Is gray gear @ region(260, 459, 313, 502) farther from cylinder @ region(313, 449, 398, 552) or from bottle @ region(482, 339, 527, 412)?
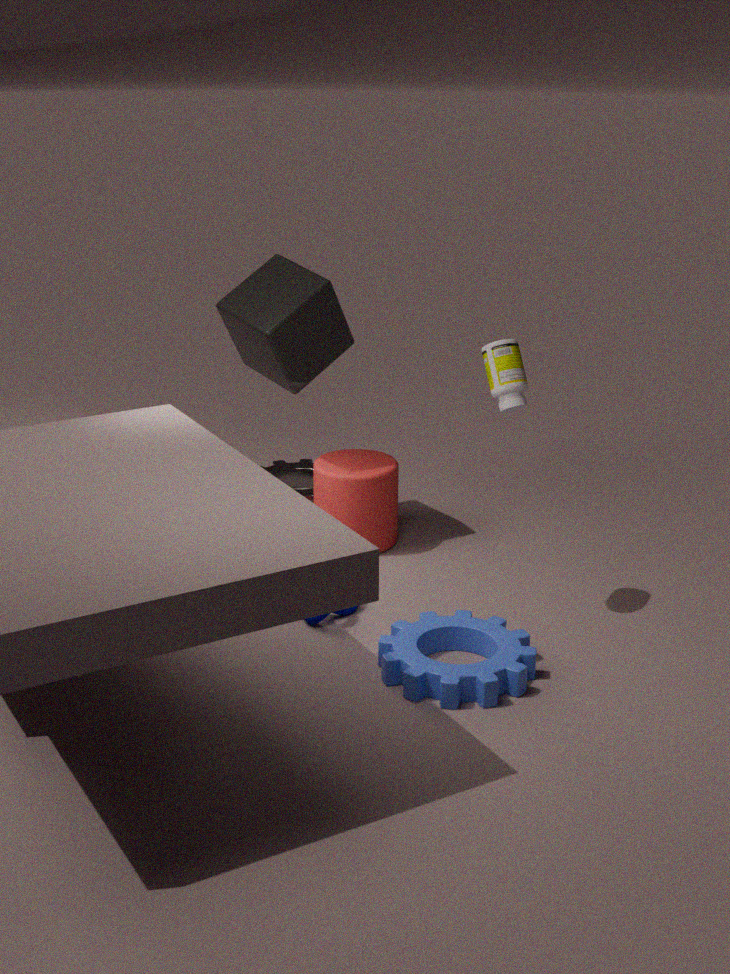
bottle @ region(482, 339, 527, 412)
